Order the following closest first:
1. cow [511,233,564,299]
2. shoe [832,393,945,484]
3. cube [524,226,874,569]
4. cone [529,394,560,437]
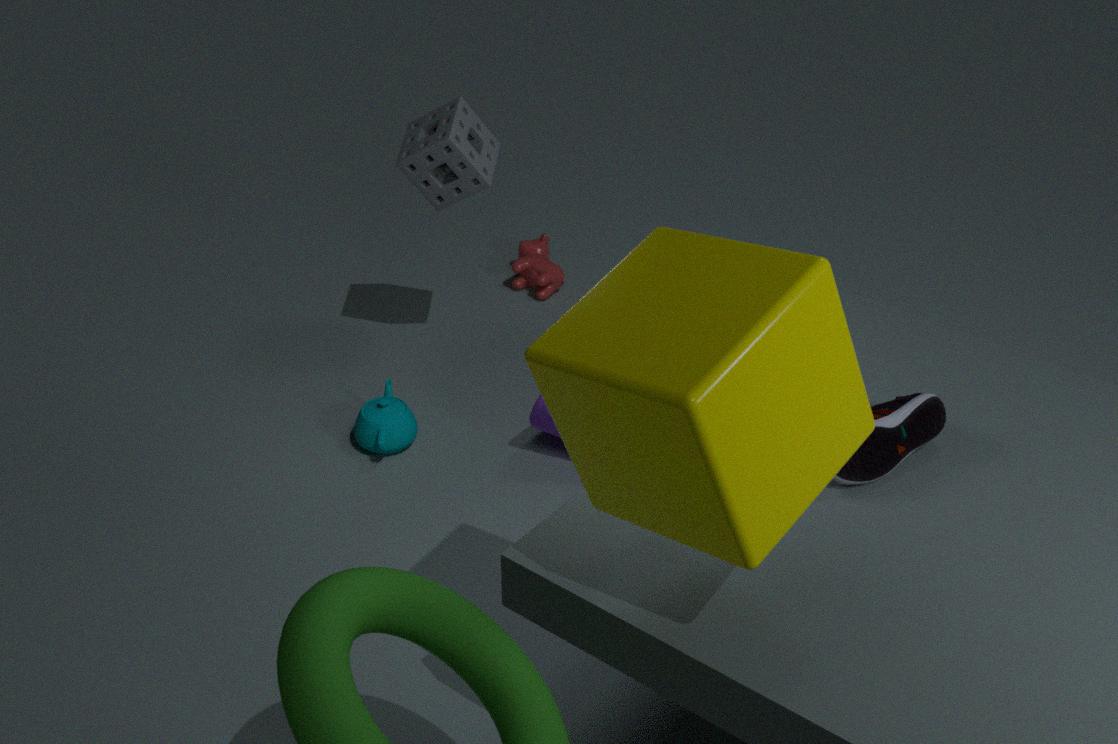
cube [524,226,874,569] → shoe [832,393,945,484] → cone [529,394,560,437] → cow [511,233,564,299]
